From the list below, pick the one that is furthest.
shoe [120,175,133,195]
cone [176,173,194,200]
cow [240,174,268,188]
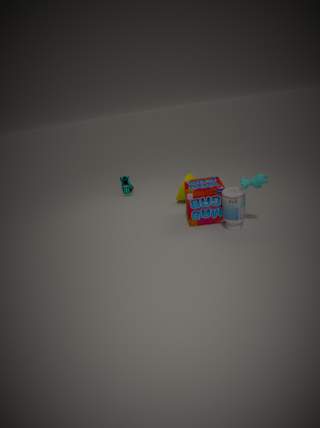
shoe [120,175,133,195]
